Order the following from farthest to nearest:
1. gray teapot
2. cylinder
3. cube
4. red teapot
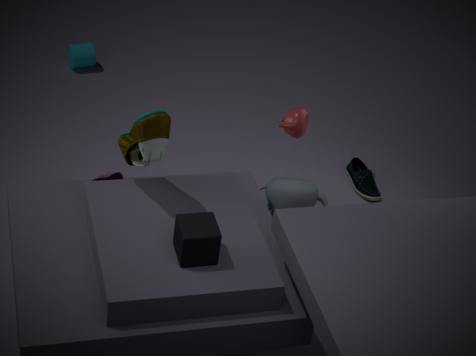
1. cylinder
2. gray teapot
3. red teapot
4. cube
